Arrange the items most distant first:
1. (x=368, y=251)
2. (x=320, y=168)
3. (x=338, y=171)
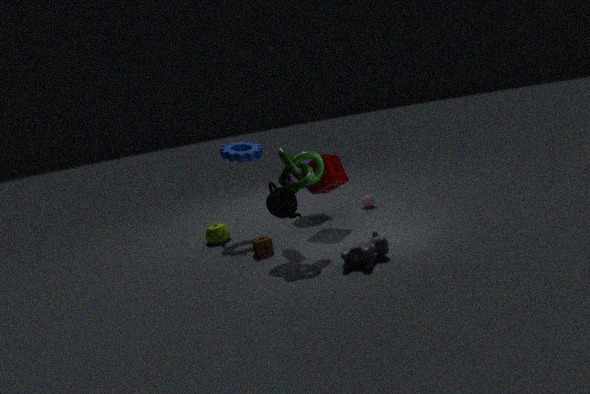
1. (x=338, y=171)
2. (x=320, y=168)
3. (x=368, y=251)
